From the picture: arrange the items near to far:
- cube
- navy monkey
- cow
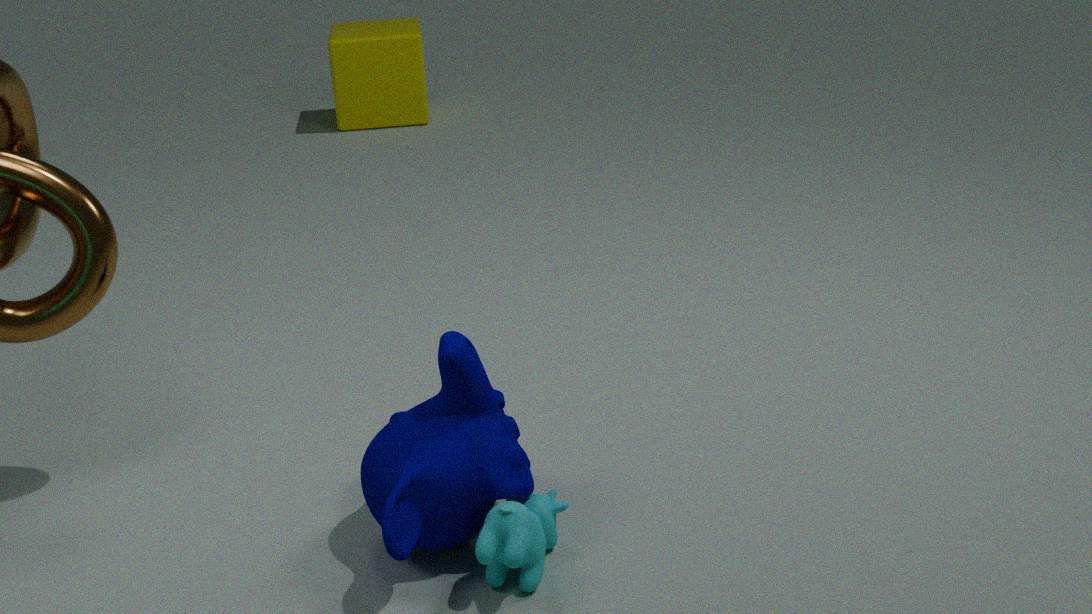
cow
navy monkey
cube
